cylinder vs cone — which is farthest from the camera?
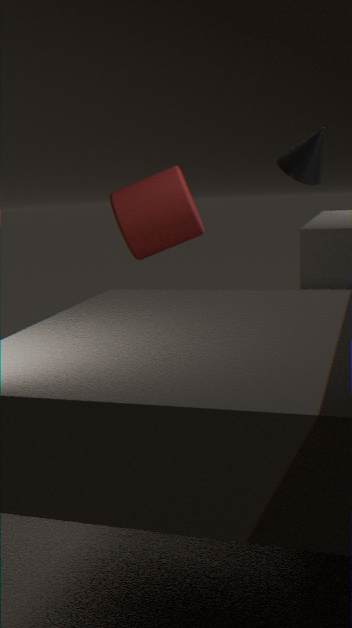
cylinder
